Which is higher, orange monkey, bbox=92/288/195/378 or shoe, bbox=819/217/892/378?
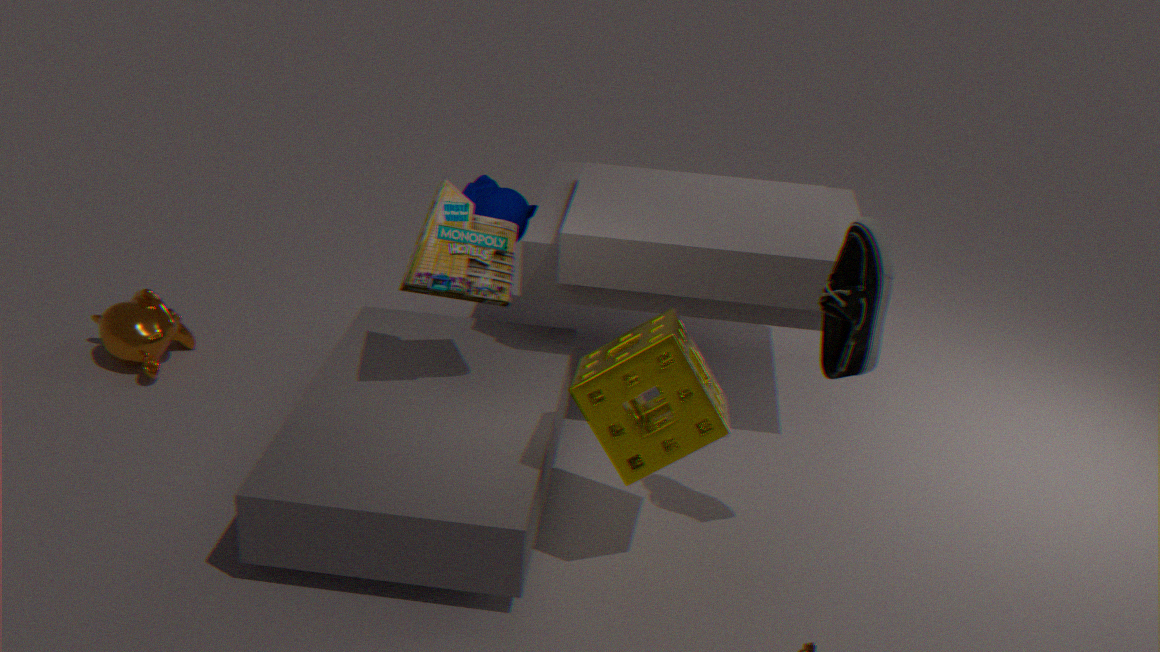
shoe, bbox=819/217/892/378
